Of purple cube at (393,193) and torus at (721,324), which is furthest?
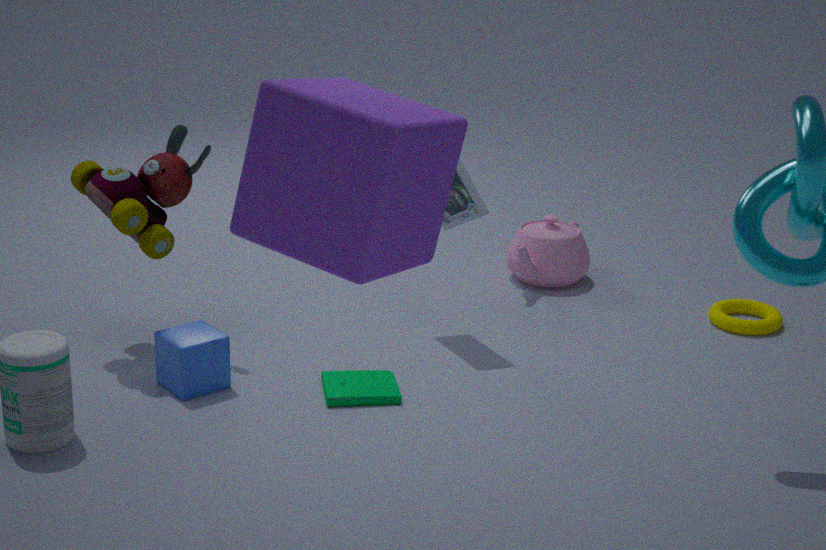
torus at (721,324)
